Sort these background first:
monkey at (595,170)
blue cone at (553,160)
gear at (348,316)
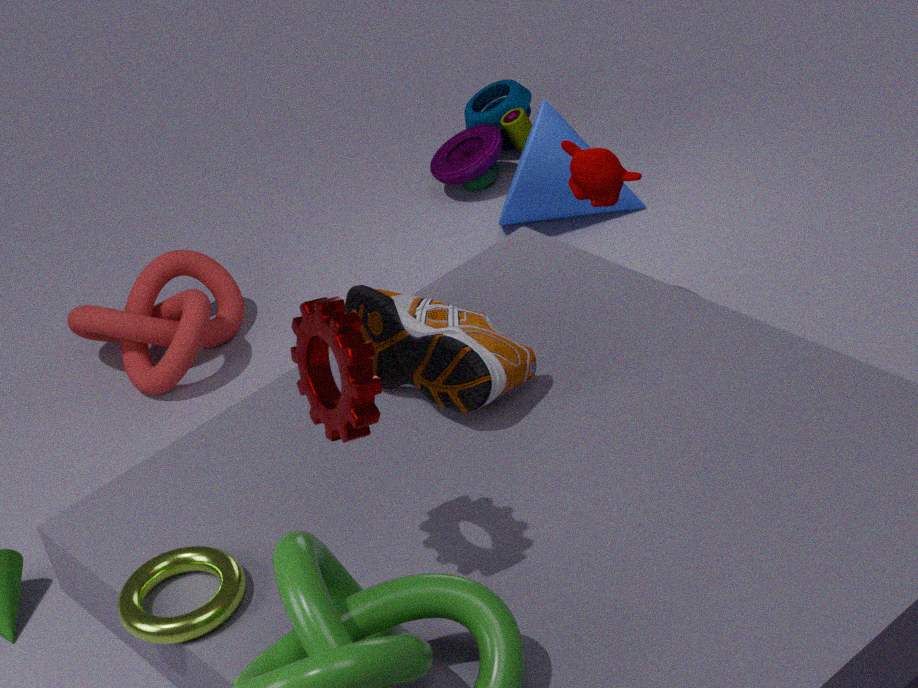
blue cone at (553,160)
monkey at (595,170)
gear at (348,316)
